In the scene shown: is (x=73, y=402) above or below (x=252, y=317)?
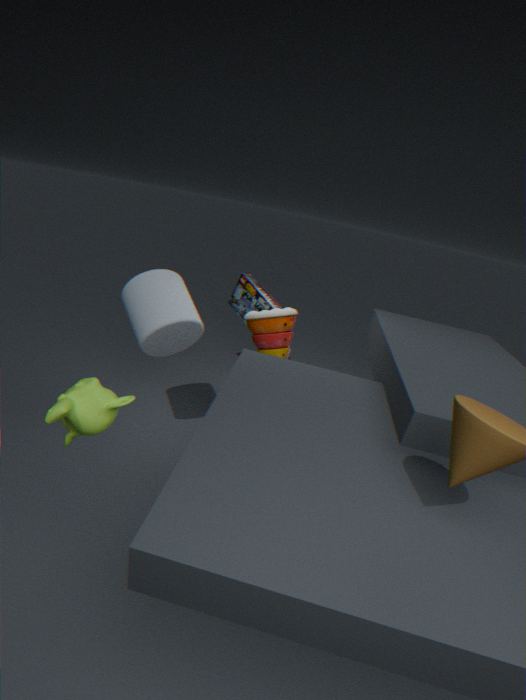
above
